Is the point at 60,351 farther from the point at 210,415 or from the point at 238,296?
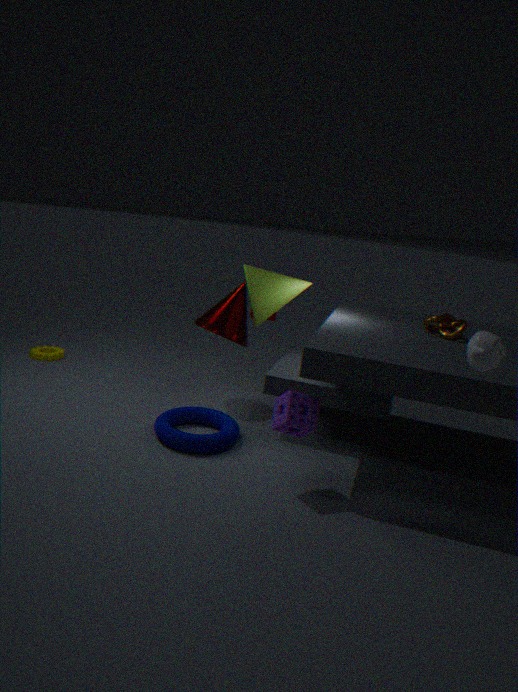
the point at 210,415
